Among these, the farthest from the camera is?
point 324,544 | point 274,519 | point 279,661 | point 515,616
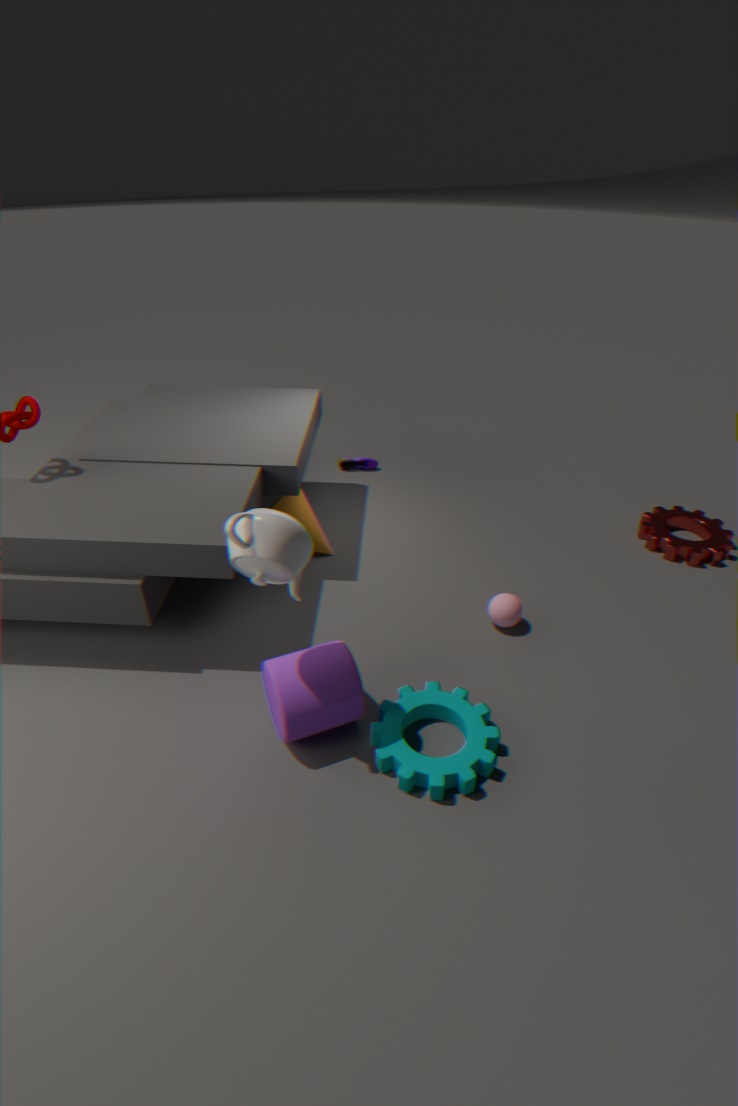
point 324,544
